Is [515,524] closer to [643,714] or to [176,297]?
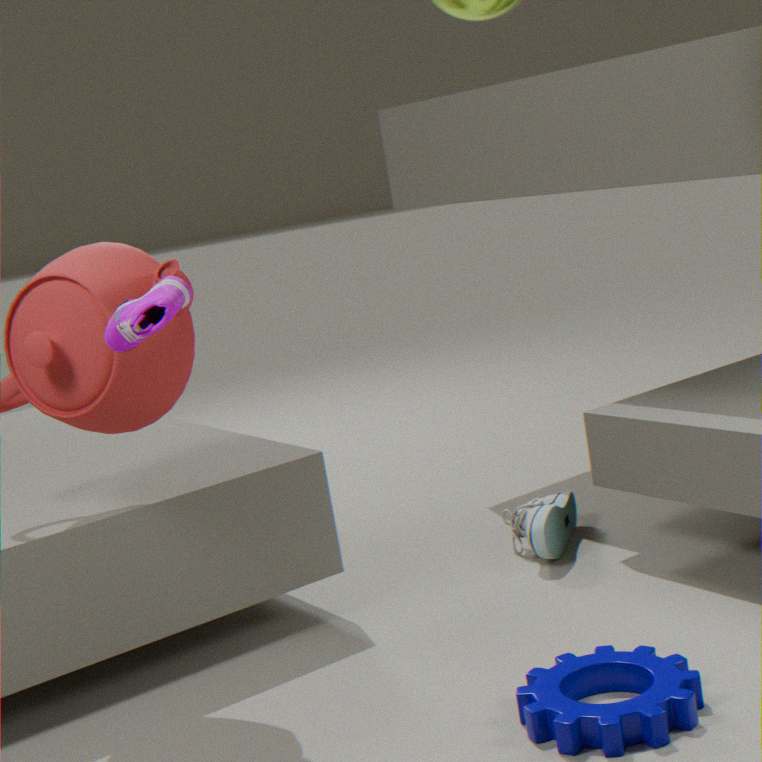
[643,714]
